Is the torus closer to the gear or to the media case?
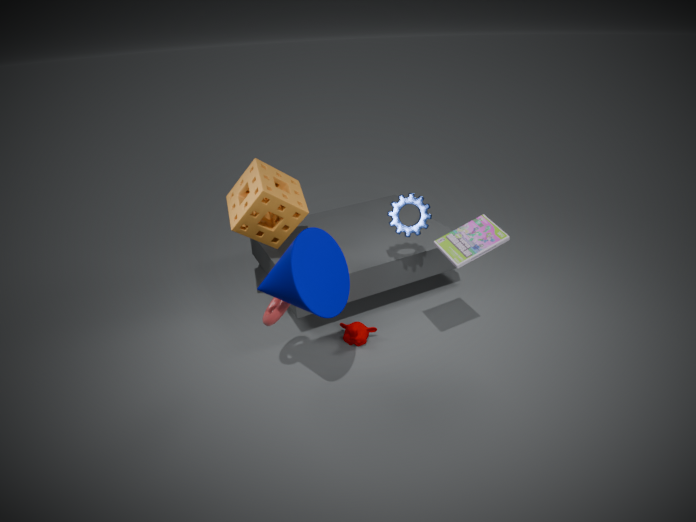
the gear
